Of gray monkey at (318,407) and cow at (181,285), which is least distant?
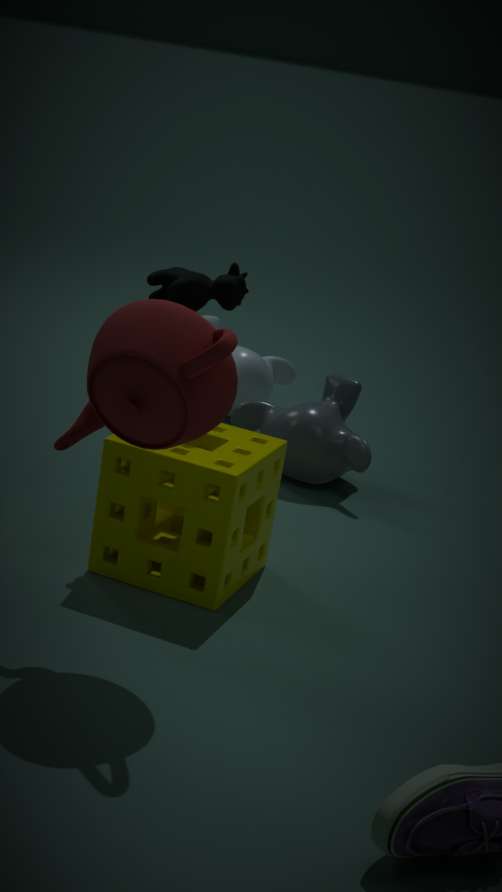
cow at (181,285)
